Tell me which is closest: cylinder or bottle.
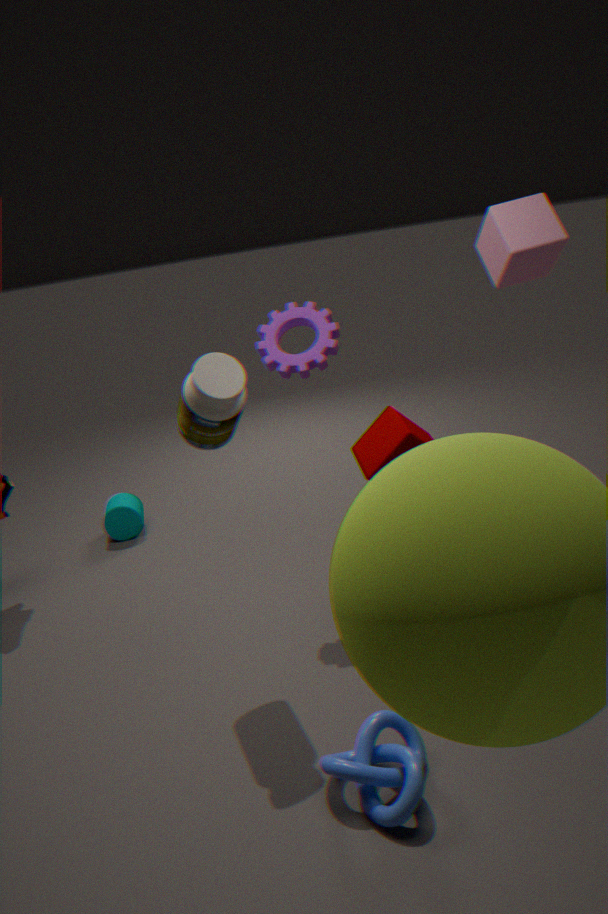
bottle
